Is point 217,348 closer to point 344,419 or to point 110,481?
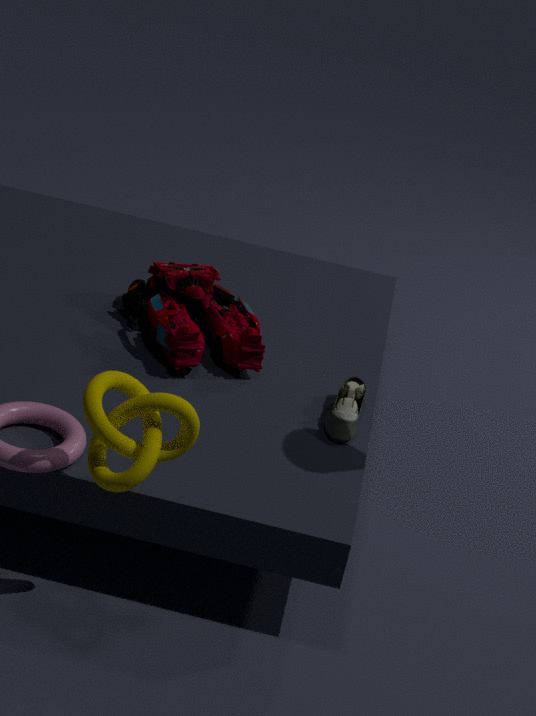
point 344,419
